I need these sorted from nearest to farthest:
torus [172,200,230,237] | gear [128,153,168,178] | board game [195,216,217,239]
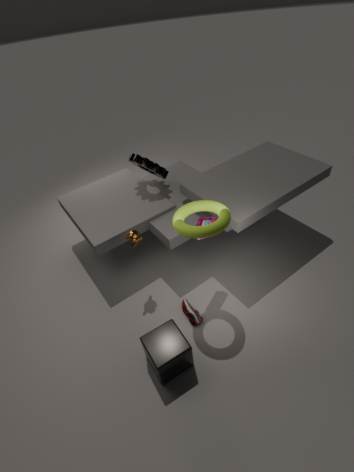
torus [172,200,230,237] < board game [195,216,217,239] < gear [128,153,168,178]
